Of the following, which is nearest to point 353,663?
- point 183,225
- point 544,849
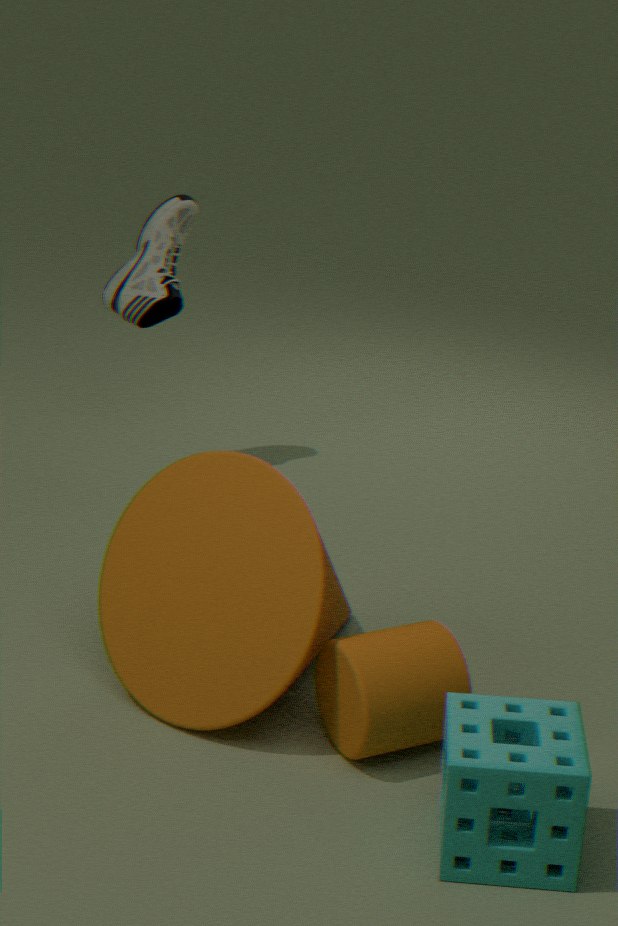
point 544,849
